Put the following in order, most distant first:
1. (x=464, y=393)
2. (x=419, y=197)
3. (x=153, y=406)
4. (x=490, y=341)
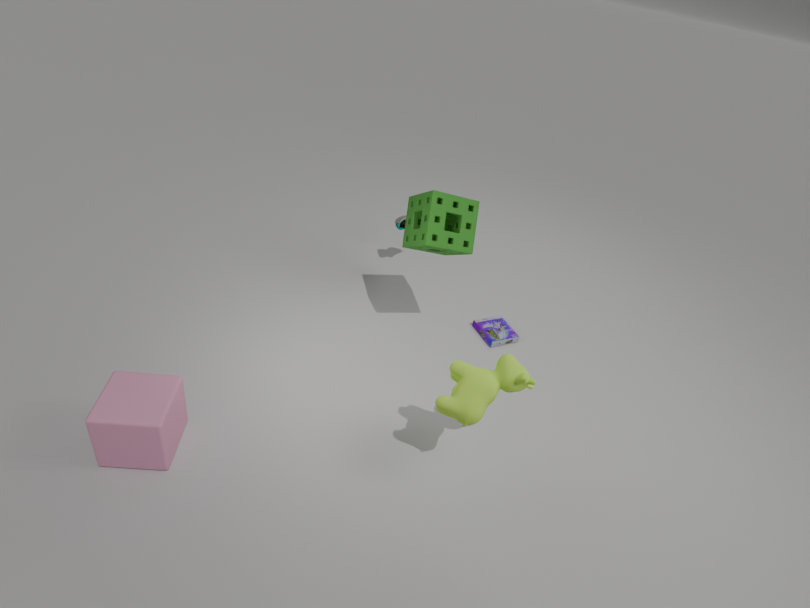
(x=490, y=341) < (x=419, y=197) < (x=464, y=393) < (x=153, y=406)
